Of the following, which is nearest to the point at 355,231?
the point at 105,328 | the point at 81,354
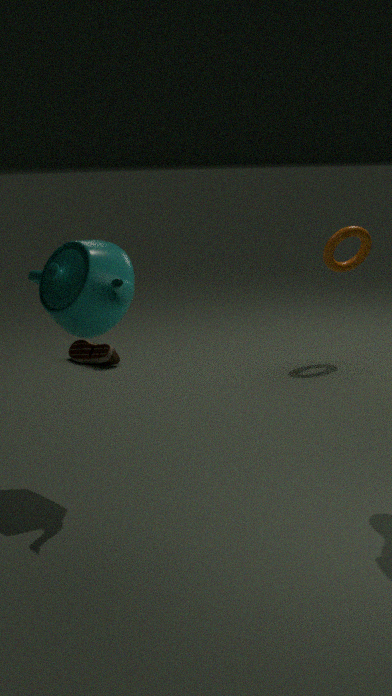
the point at 81,354
